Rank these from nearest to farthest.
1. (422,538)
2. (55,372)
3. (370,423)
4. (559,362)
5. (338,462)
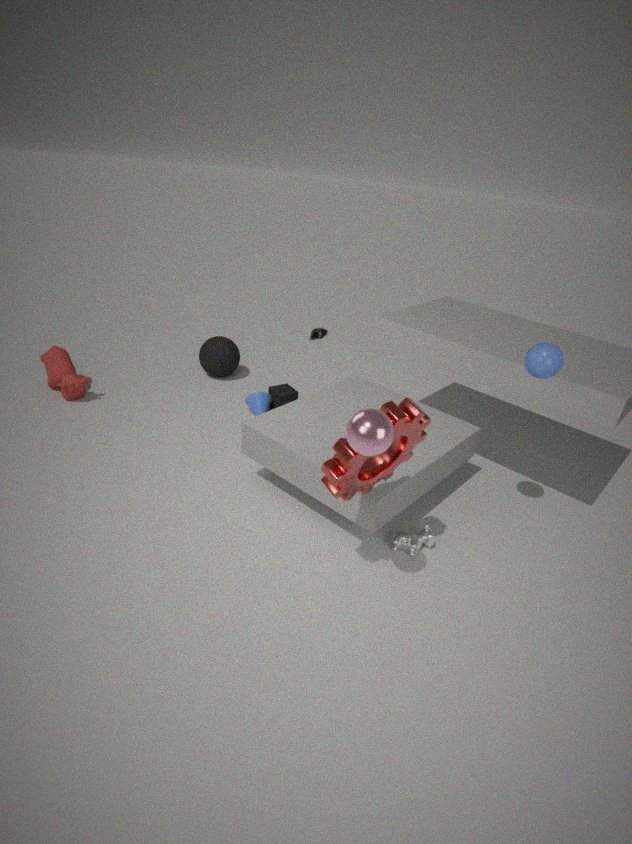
(370,423) → (338,462) → (559,362) → (422,538) → (55,372)
